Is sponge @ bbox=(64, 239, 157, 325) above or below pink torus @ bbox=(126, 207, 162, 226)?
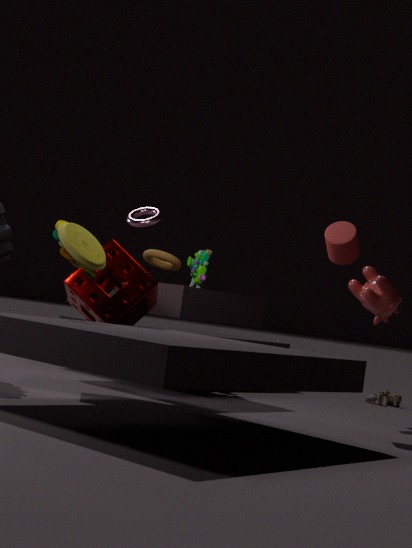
below
